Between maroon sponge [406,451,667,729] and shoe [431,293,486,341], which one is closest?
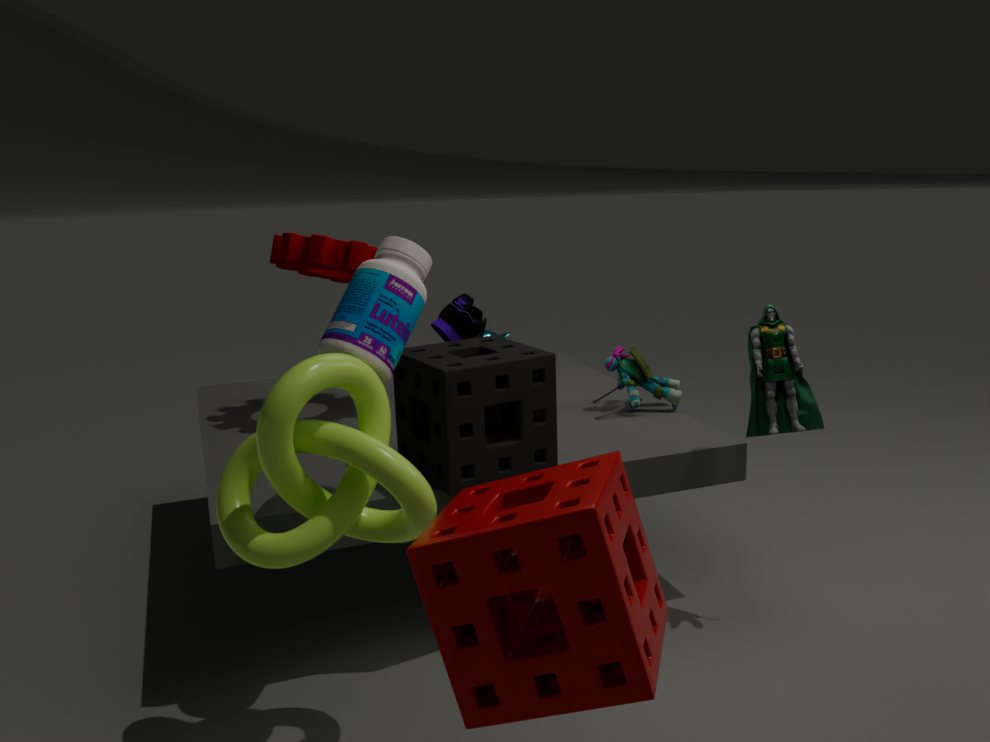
maroon sponge [406,451,667,729]
